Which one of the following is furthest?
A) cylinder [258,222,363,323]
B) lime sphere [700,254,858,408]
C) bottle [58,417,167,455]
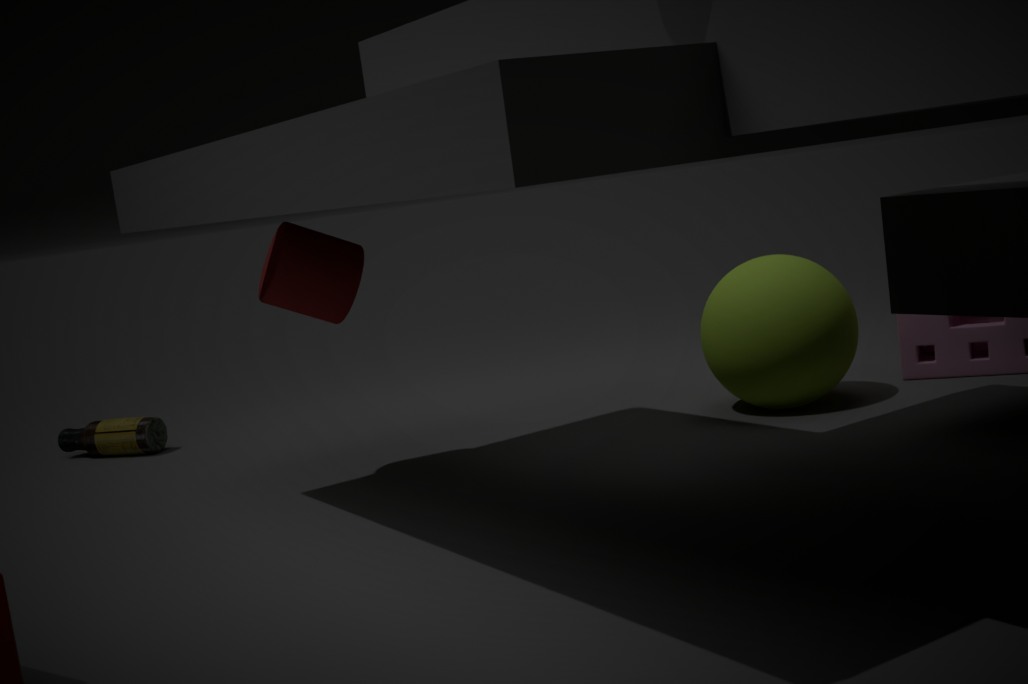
bottle [58,417,167,455]
